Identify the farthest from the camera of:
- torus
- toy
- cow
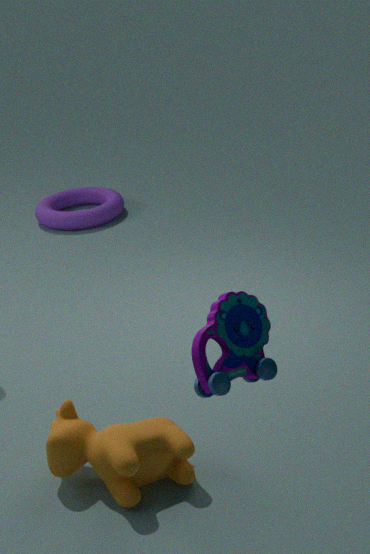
torus
